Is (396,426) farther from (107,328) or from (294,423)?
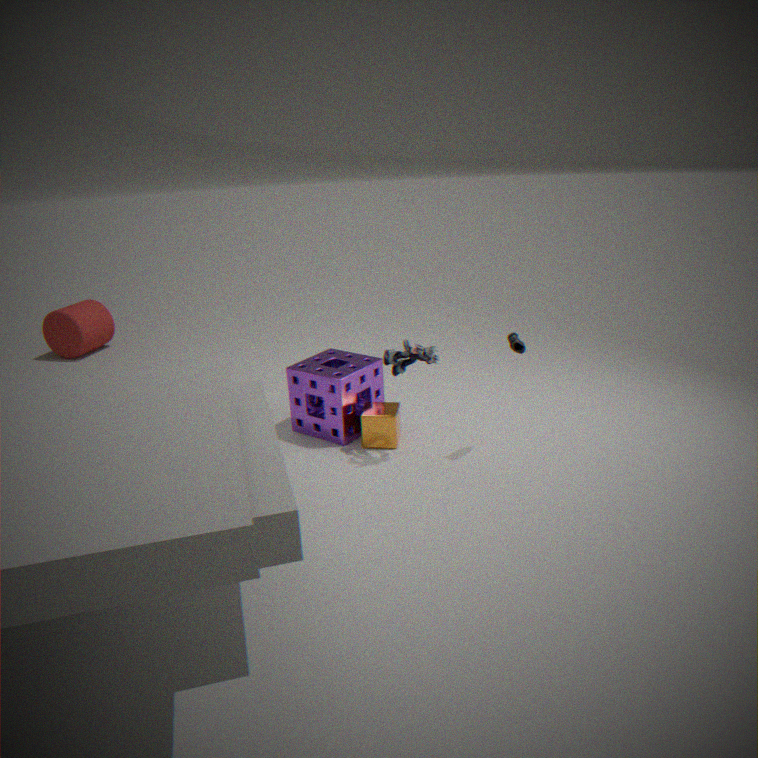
(107,328)
